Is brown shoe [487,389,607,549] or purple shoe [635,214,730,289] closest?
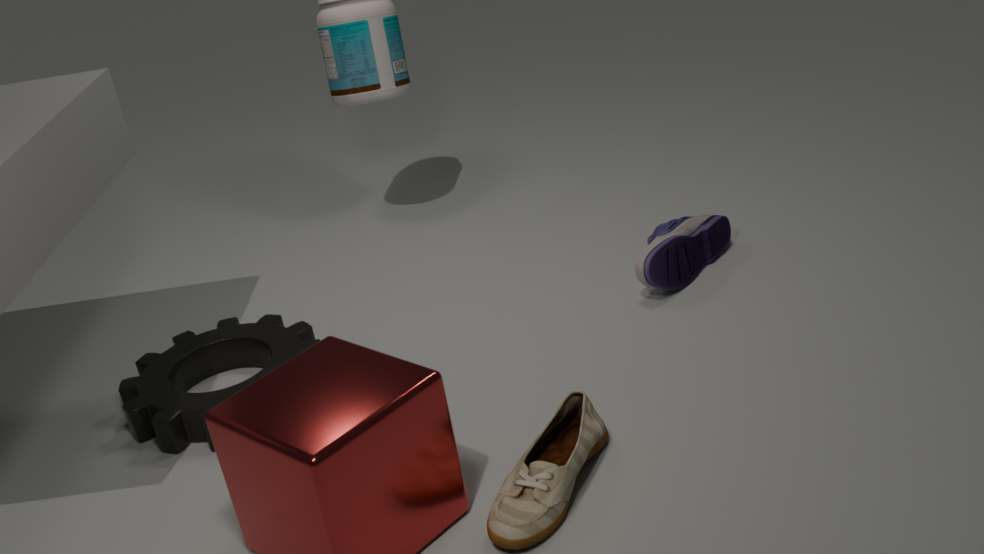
brown shoe [487,389,607,549]
